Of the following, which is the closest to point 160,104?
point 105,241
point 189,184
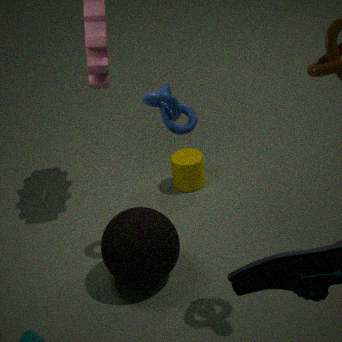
point 105,241
